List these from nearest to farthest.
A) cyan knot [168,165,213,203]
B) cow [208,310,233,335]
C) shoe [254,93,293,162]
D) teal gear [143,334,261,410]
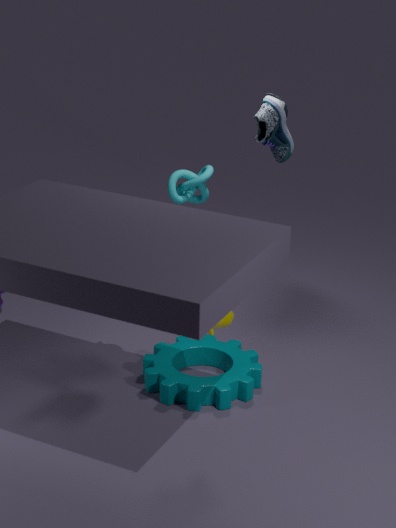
1. B. cow [208,310,233,335]
2. D. teal gear [143,334,261,410]
3. C. shoe [254,93,293,162]
4. A. cyan knot [168,165,213,203]
